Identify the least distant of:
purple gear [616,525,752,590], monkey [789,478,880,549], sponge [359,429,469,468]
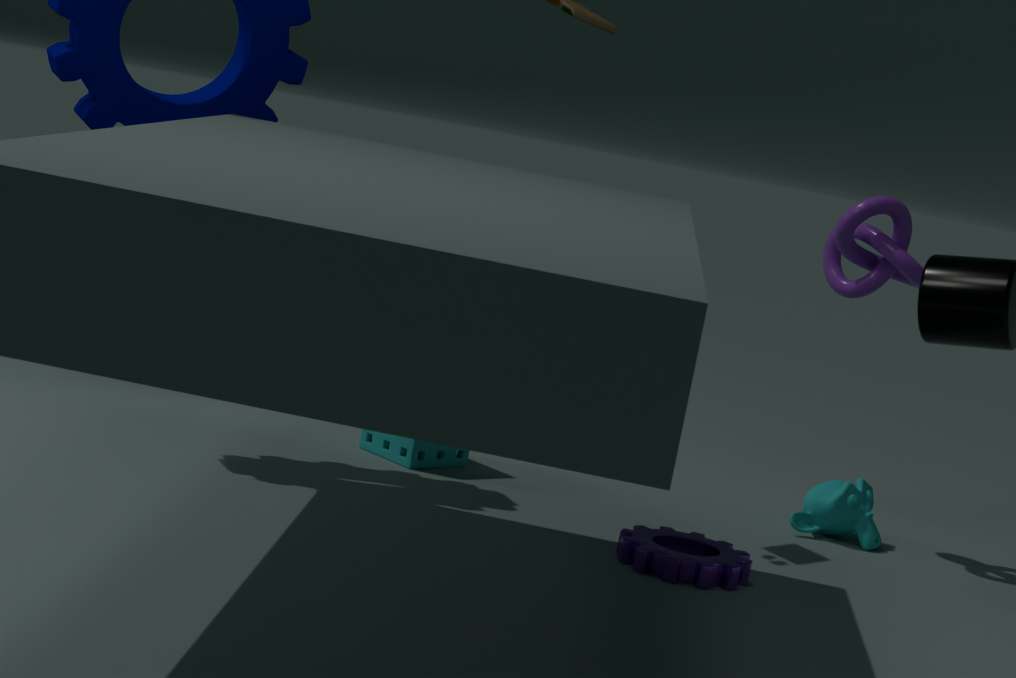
purple gear [616,525,752,590]
